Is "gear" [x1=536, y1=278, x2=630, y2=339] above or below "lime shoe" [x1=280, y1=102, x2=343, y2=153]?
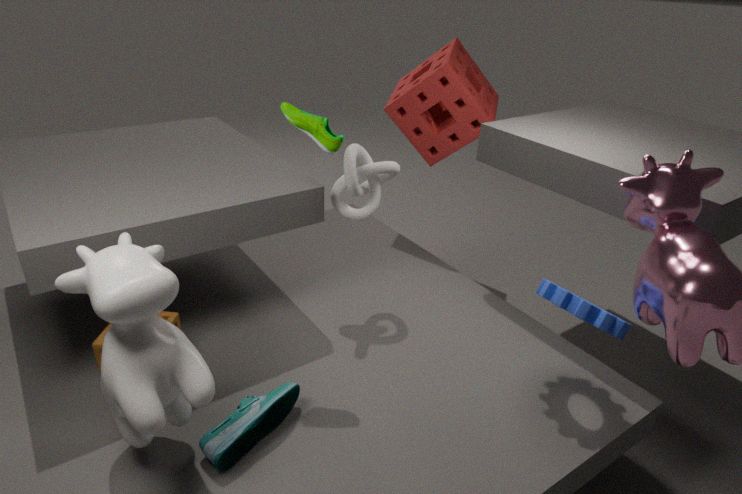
below
